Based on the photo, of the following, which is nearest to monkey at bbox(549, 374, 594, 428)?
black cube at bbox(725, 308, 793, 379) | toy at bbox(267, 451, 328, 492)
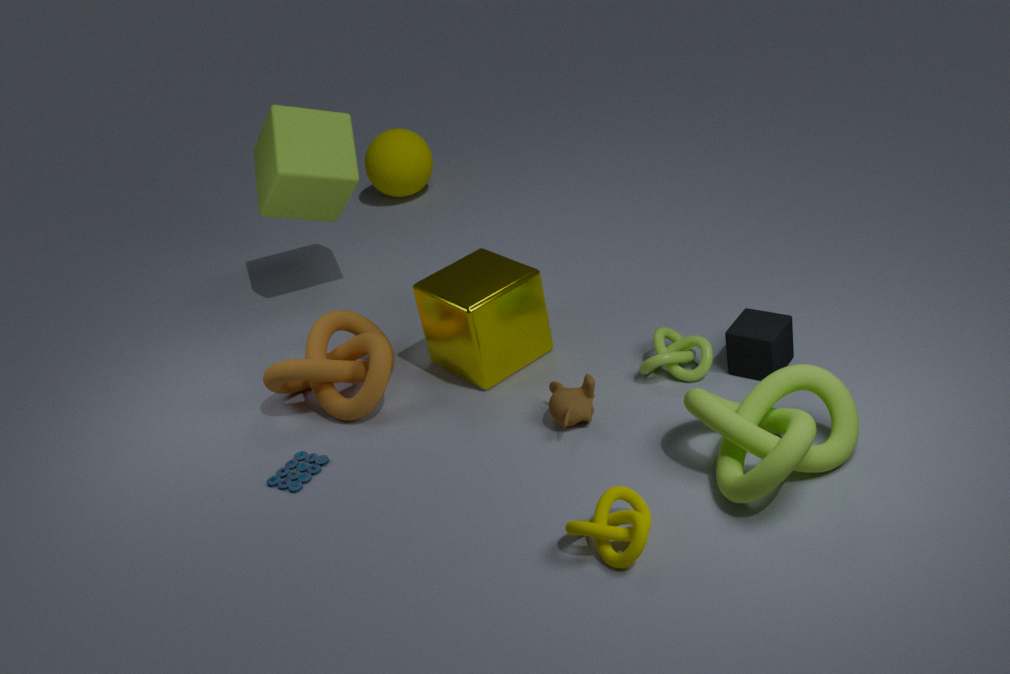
black cube at bbox(725, 308, 793, 379)
